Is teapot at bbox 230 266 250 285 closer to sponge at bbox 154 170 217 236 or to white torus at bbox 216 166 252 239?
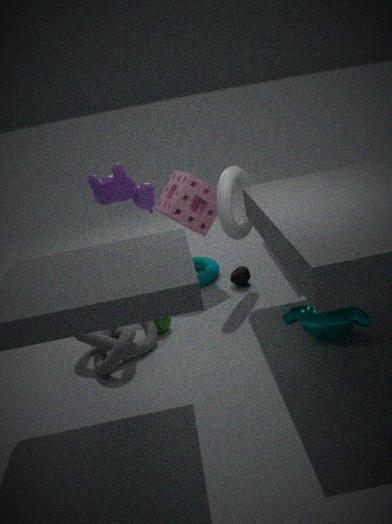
white torus at bbox 216 166 252 239
